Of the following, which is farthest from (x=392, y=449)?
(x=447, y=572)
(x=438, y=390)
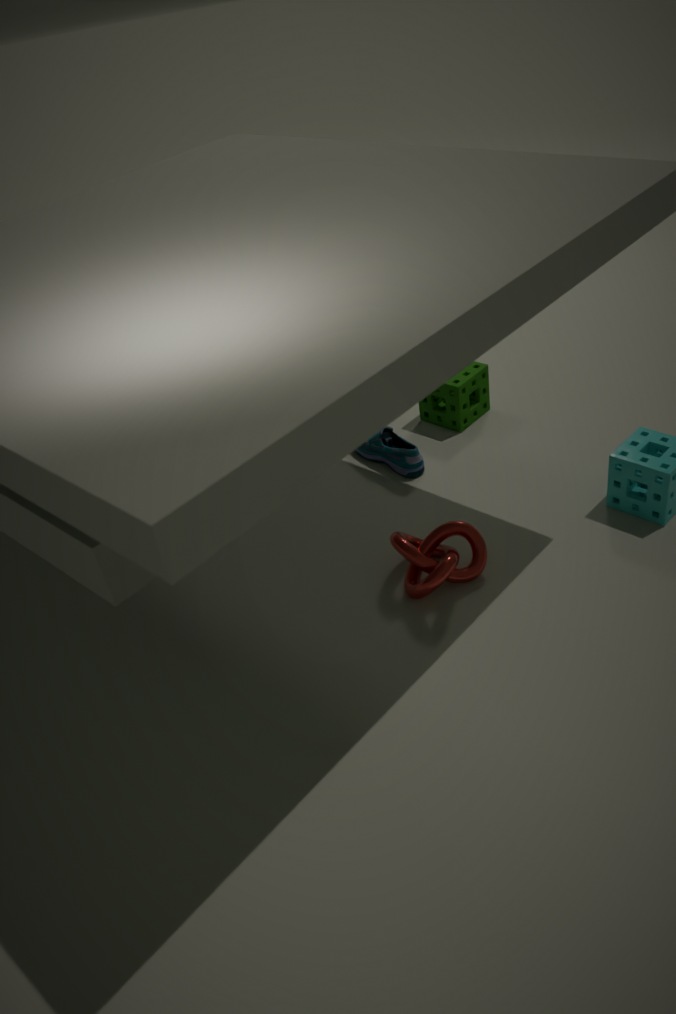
(x=447, y=572)
